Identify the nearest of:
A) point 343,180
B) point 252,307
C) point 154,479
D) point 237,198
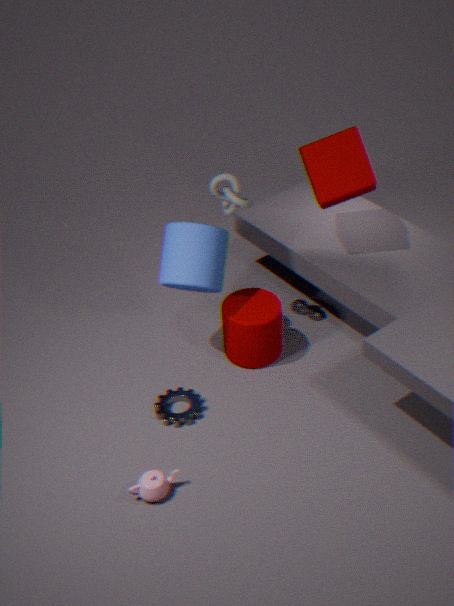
C. point 154,479
